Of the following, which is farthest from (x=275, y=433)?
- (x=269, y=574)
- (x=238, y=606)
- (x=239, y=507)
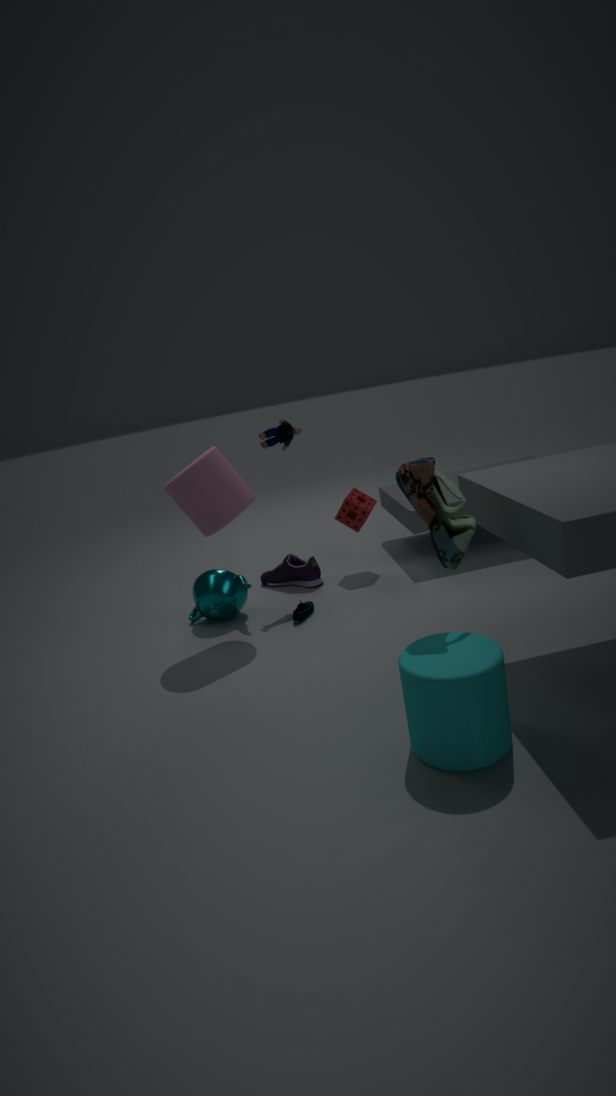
(x=238, y=606)
